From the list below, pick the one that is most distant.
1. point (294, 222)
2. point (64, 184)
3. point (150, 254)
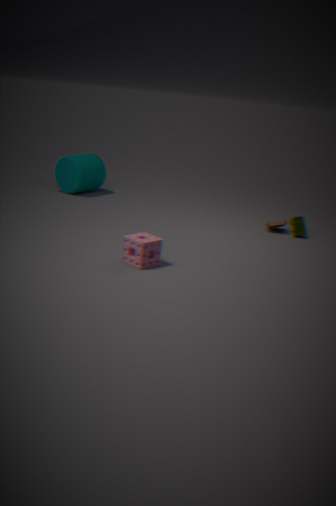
point (64, 184)
